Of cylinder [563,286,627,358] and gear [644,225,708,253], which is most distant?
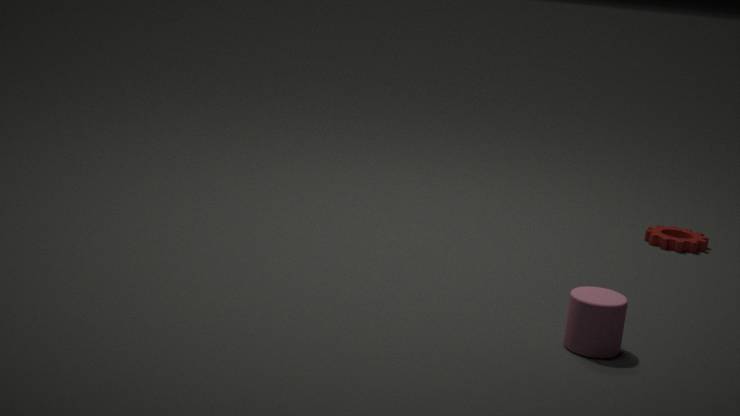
gear [644,225,708,253]
